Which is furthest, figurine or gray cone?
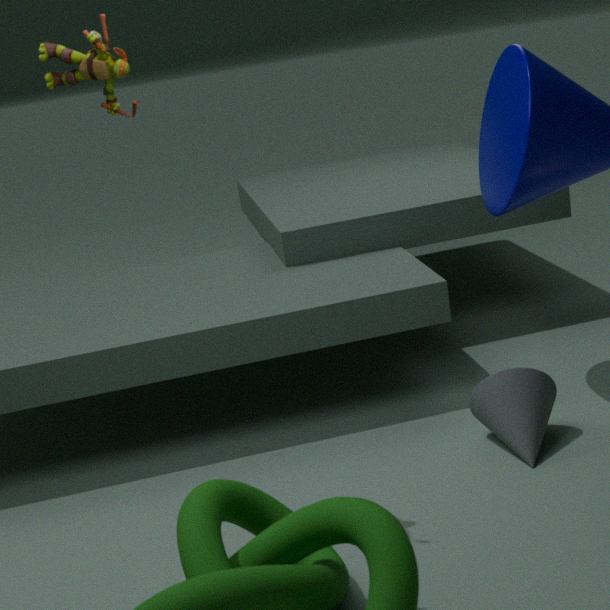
gray cone
